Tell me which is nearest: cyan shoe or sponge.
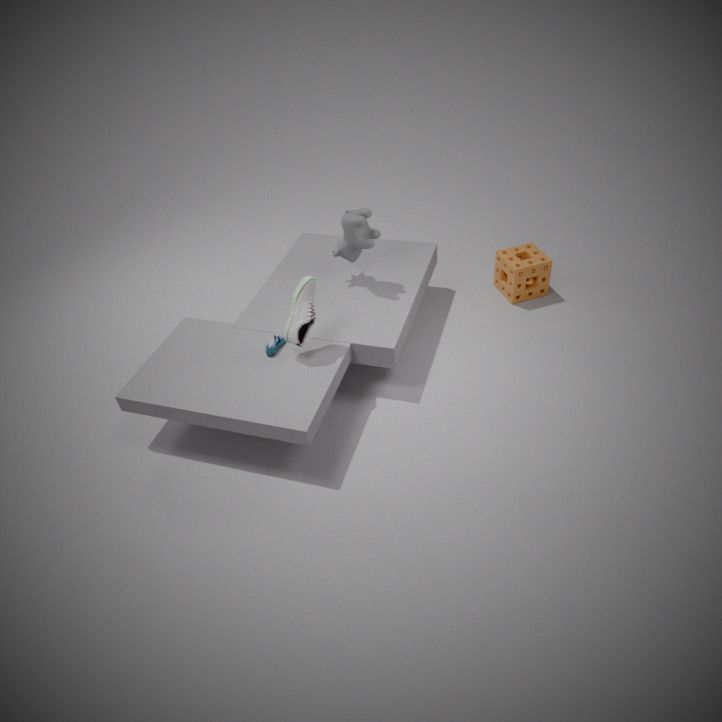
cyan shoe
